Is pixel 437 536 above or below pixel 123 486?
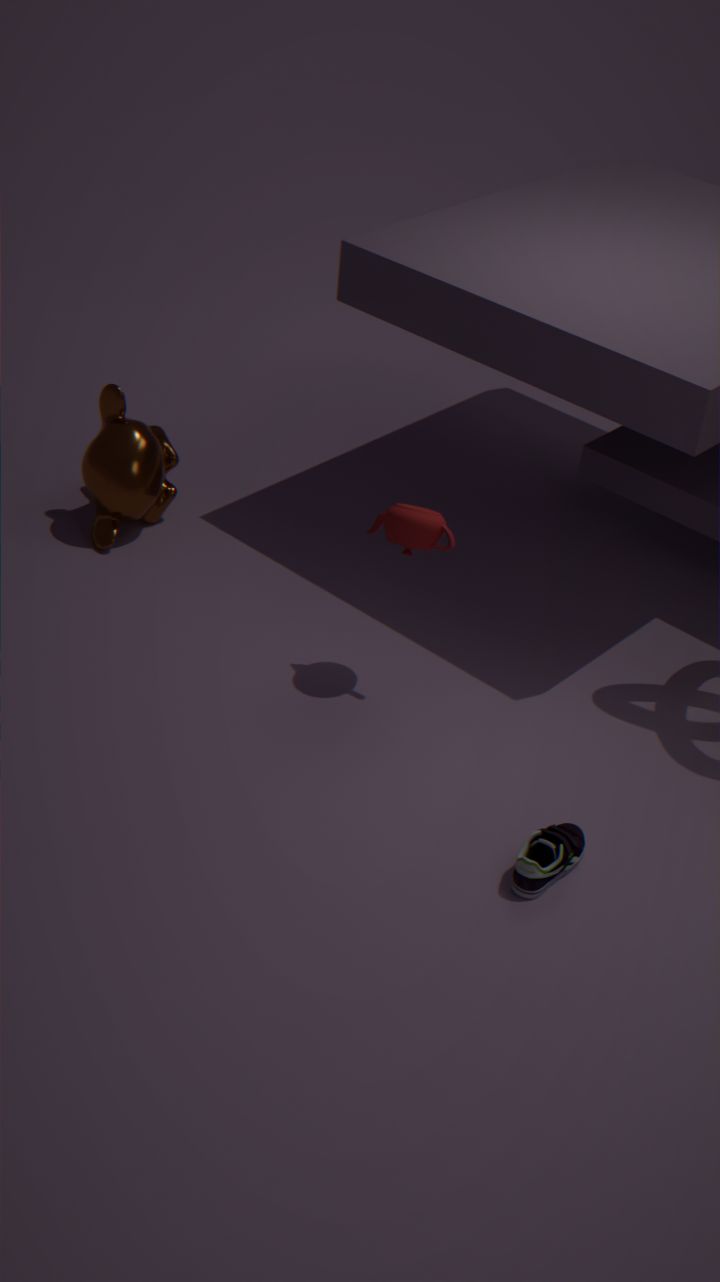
above
